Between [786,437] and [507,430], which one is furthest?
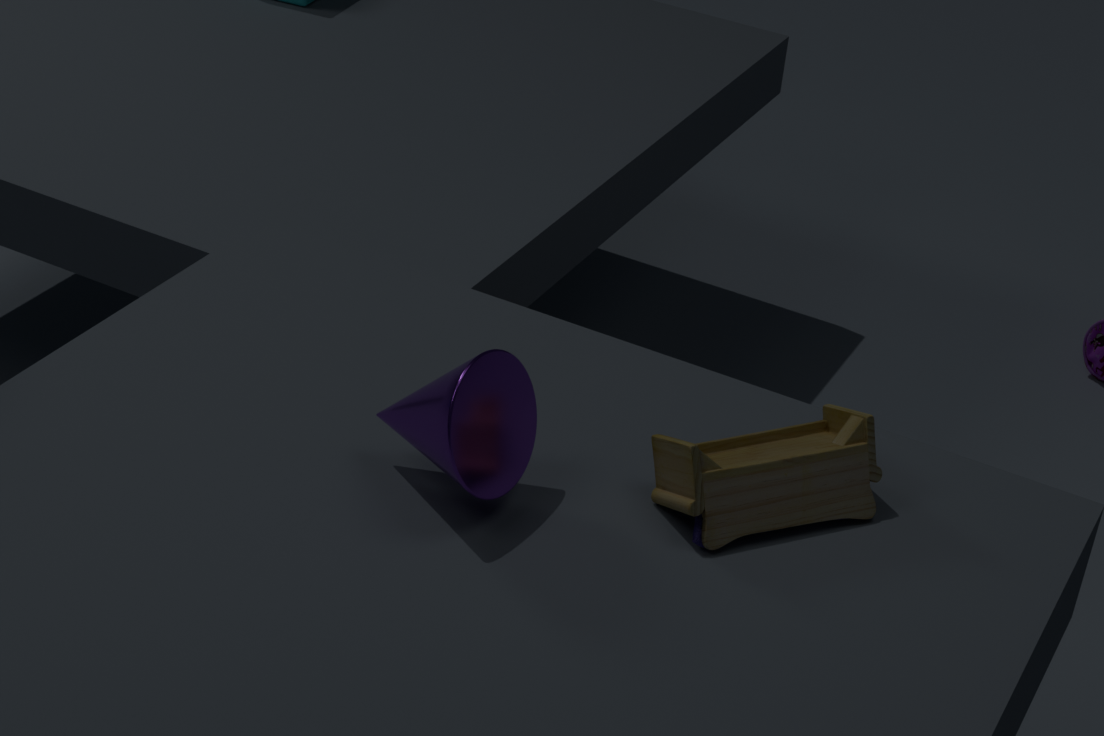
[786,437]
